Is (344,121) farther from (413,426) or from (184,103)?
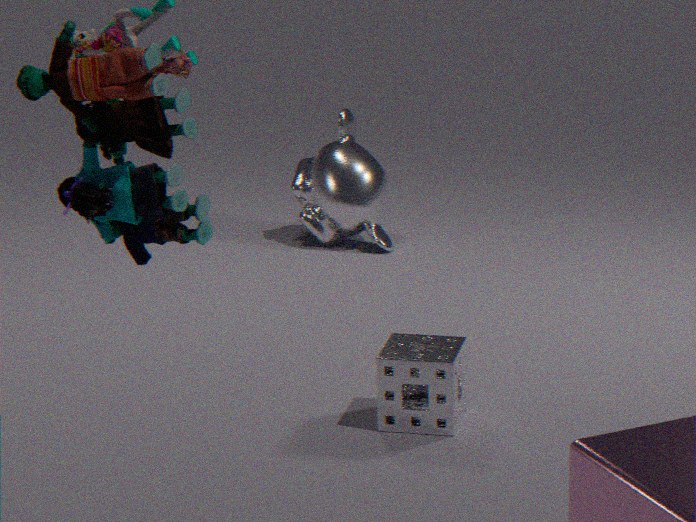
(184,103)
